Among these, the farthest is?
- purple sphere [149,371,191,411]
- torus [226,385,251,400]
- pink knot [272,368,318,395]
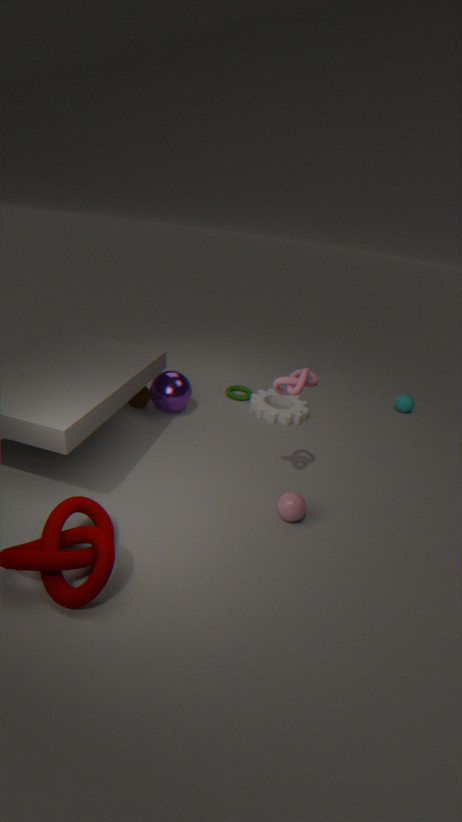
torus [226,385,251,400]
